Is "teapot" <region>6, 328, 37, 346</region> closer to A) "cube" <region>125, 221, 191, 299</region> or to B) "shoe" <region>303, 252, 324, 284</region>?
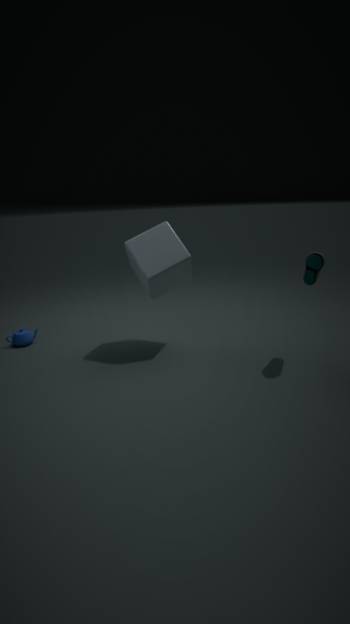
A) "cube" <region>125, 221, 191, 299</region>
